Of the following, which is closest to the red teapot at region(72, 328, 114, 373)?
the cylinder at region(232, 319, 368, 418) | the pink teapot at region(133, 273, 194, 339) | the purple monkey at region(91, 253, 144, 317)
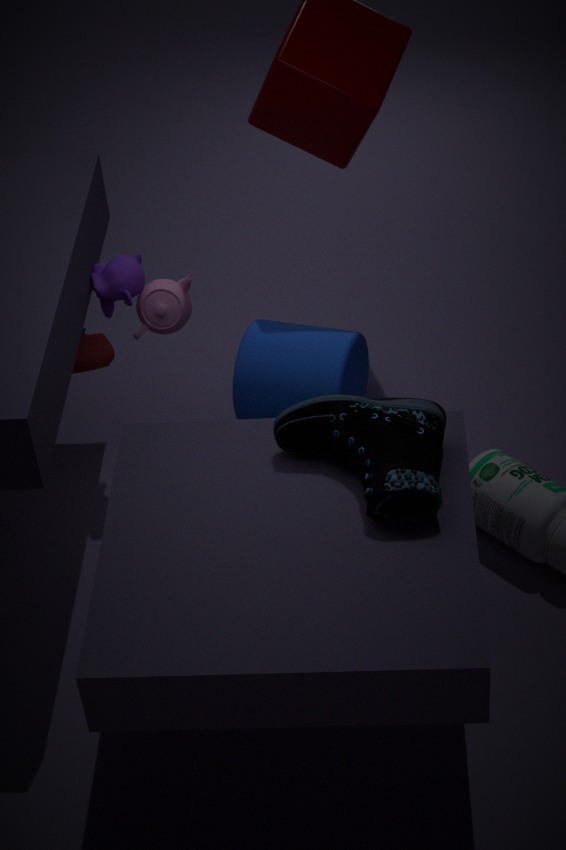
the purple monkey at region(91, 253, 144, 317)
